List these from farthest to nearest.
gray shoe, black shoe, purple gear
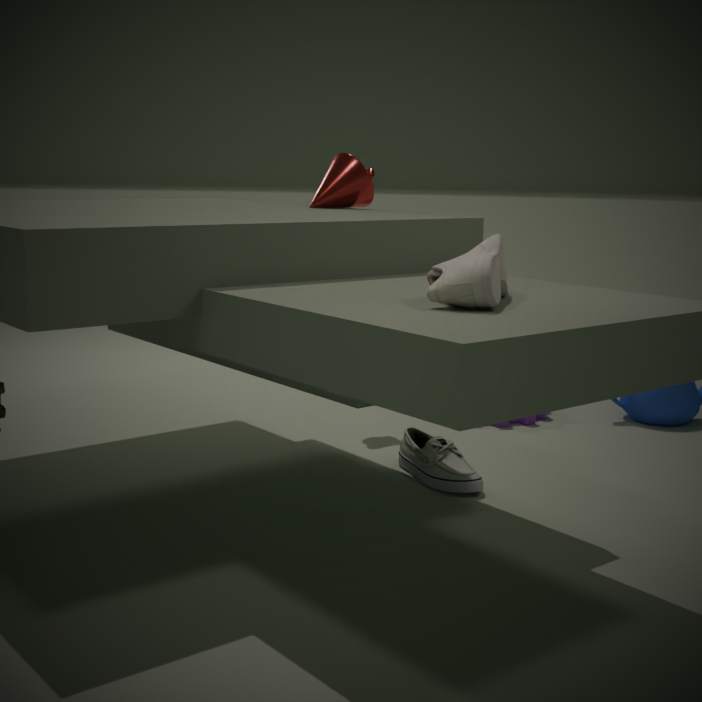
purple gear < black shoe < gray shoe
